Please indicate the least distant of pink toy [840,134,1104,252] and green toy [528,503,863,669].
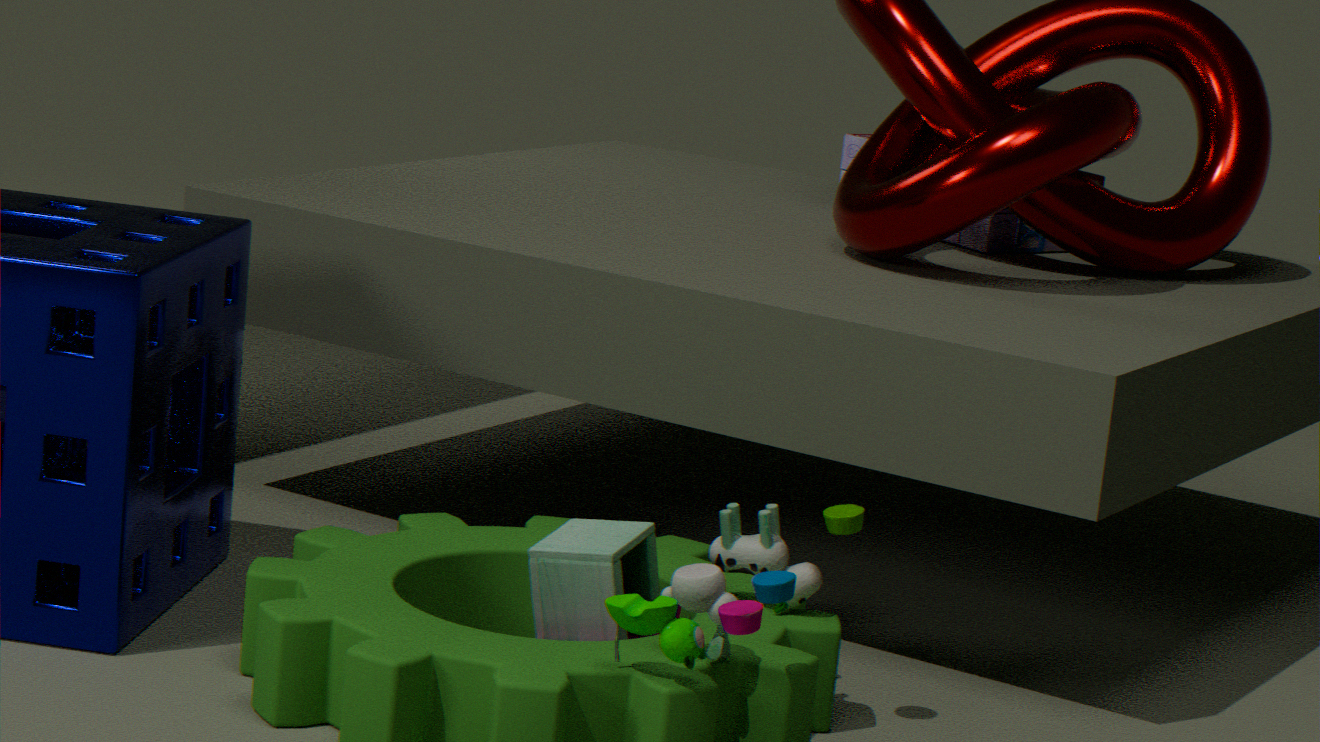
green toy [528,503,863,669]
